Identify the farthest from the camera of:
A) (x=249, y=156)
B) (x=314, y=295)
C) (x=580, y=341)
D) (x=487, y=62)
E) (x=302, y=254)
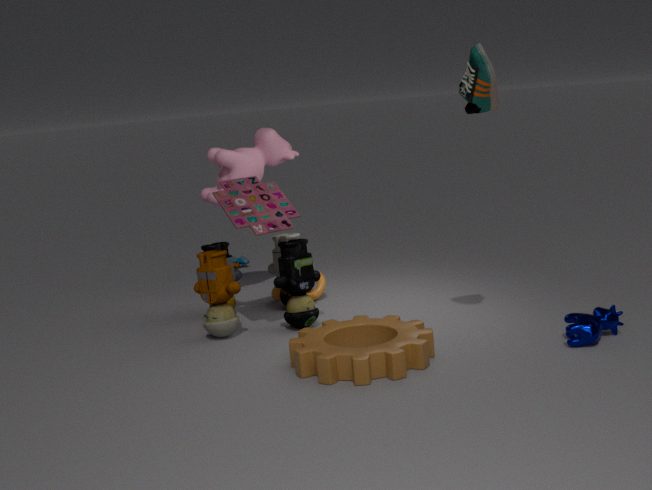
(x=249, y=156)
